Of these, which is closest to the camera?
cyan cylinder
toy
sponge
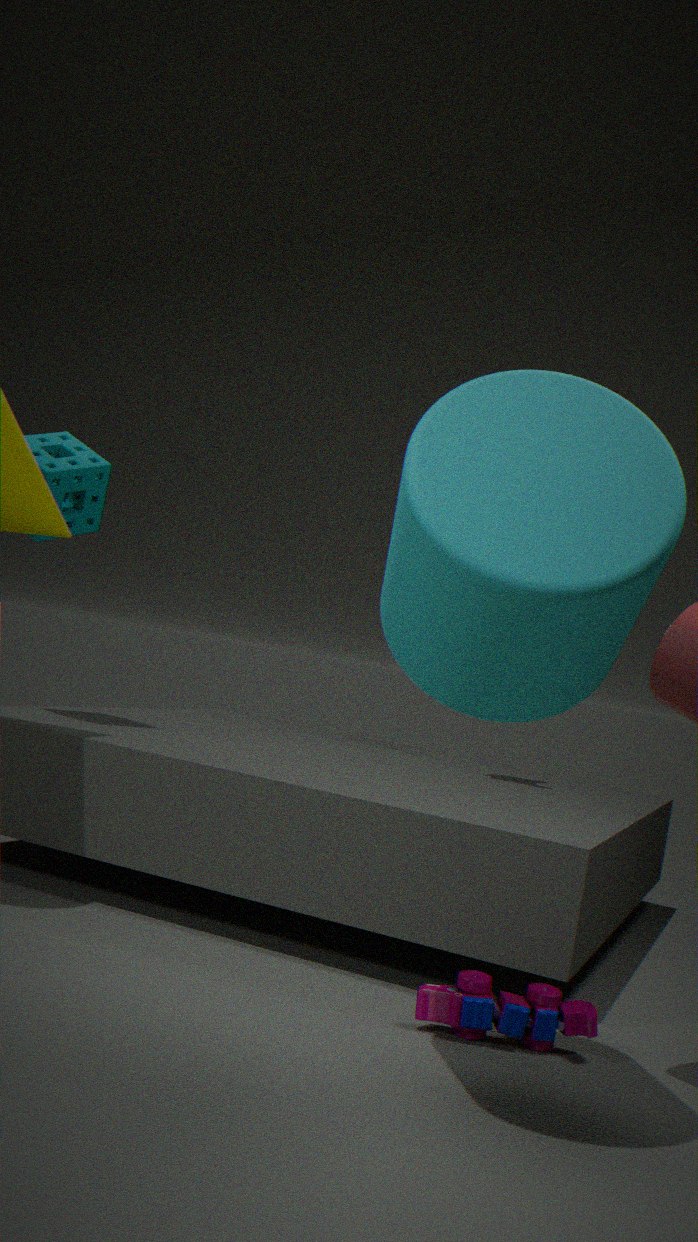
cyan cylinder
